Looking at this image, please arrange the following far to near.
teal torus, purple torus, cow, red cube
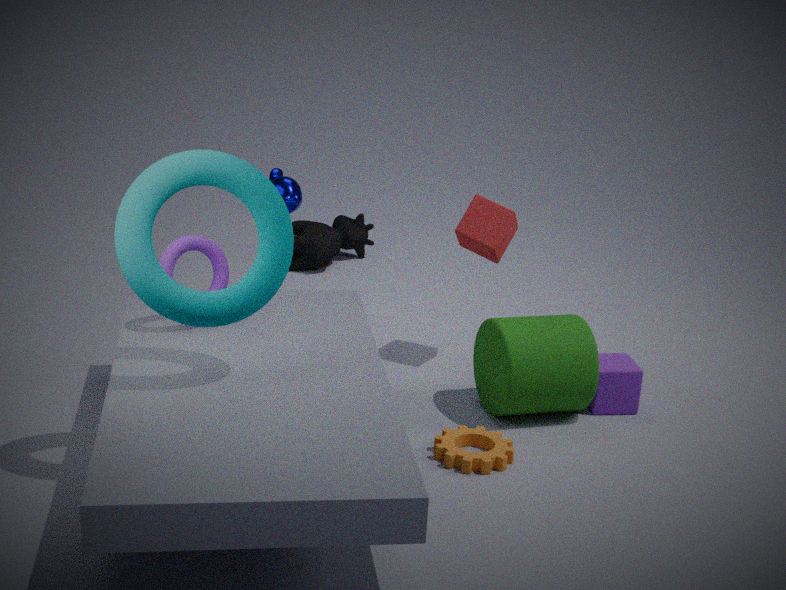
cow → red cube → purple torus → teal torus
